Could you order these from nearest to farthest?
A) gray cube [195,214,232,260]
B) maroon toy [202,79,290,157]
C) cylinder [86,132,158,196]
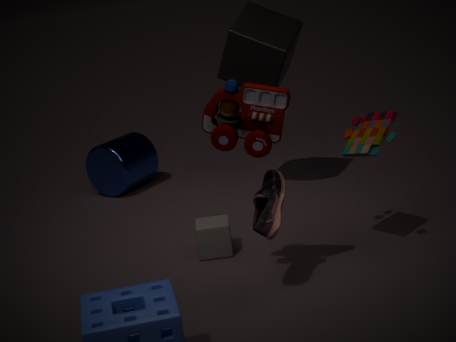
maroon toy [202,79,290,157]
gray cube [195,214,232,260]
cylinder [86,132,158,196]
